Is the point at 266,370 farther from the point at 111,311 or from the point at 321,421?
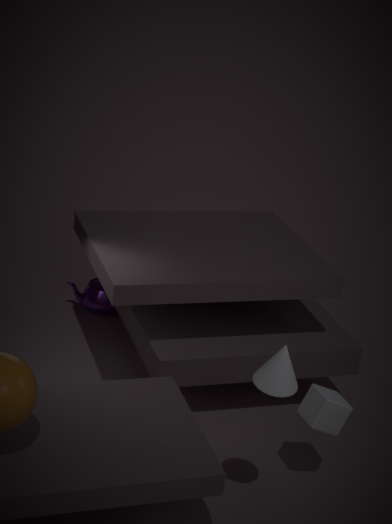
the point at 111,311
